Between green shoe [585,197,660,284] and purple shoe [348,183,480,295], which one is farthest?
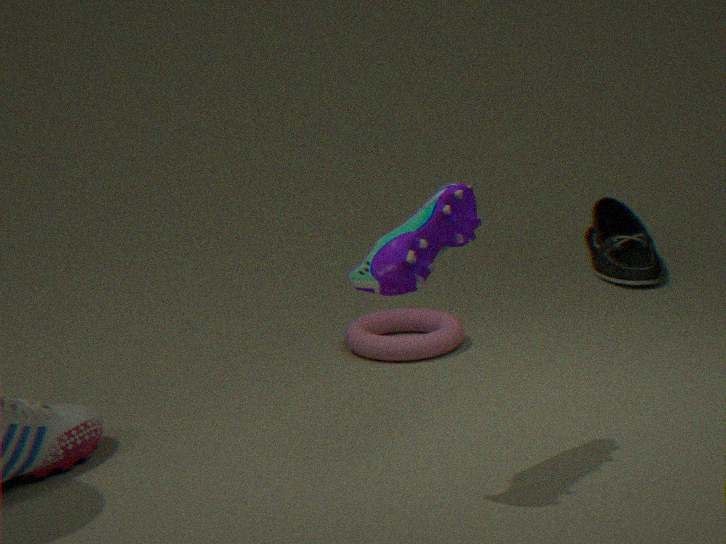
green shoe [585,197,660,284]
